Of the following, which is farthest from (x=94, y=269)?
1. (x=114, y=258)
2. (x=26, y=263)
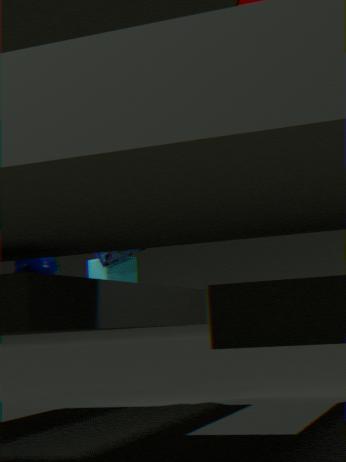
(x=26, y=263)
